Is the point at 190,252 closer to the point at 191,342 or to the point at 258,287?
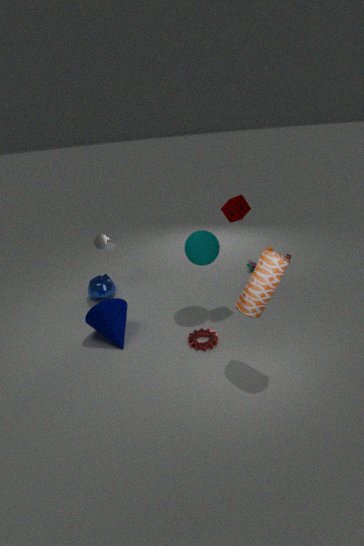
the point at 191,342
